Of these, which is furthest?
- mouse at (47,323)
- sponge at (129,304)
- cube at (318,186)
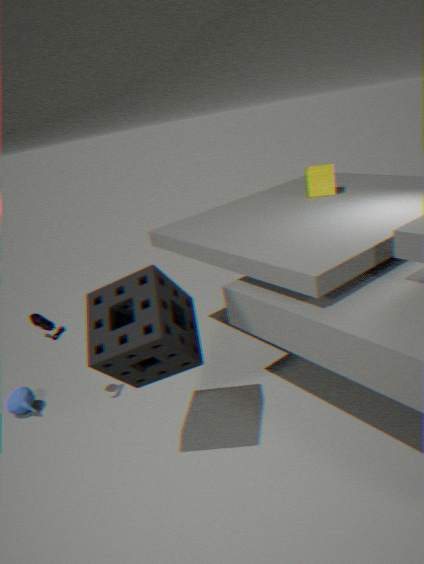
cube at (318,186)
